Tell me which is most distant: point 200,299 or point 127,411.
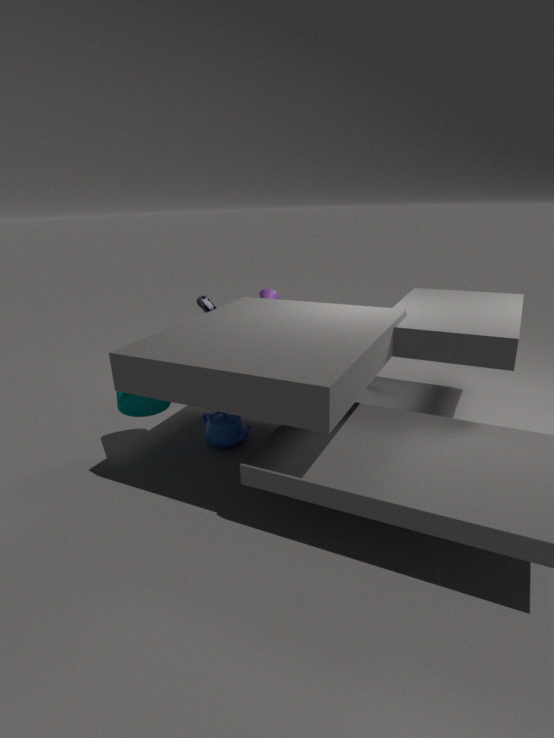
point 200,299
